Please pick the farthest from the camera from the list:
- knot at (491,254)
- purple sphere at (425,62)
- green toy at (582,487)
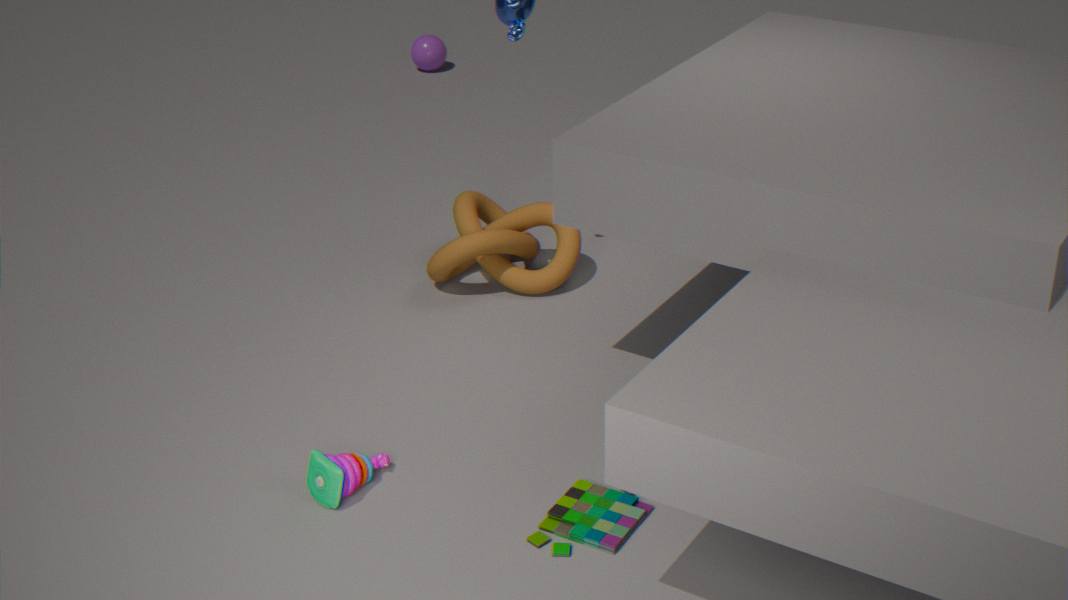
purple sphere at (425,62)
